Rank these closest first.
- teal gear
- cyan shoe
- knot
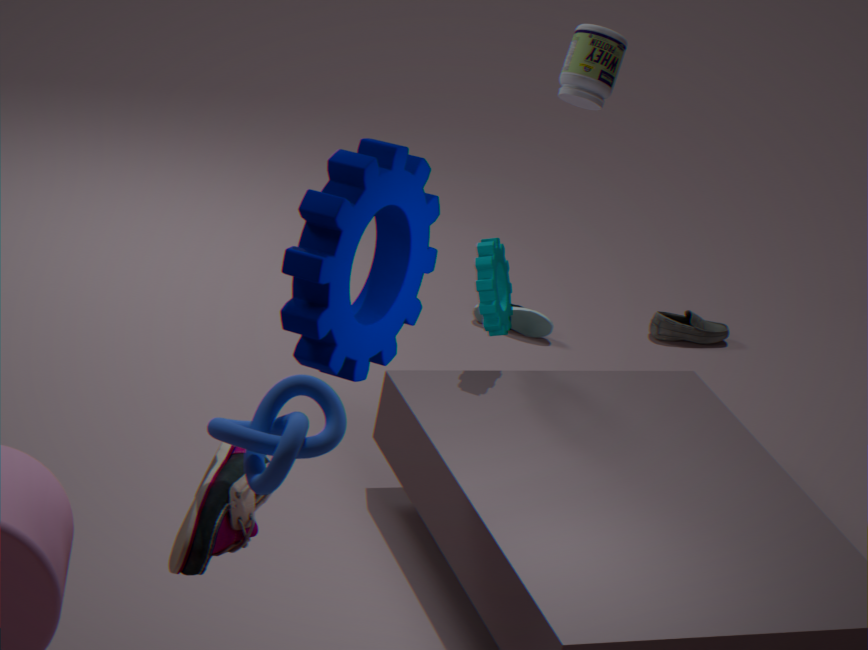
knot < teal gear < cyan shoe
